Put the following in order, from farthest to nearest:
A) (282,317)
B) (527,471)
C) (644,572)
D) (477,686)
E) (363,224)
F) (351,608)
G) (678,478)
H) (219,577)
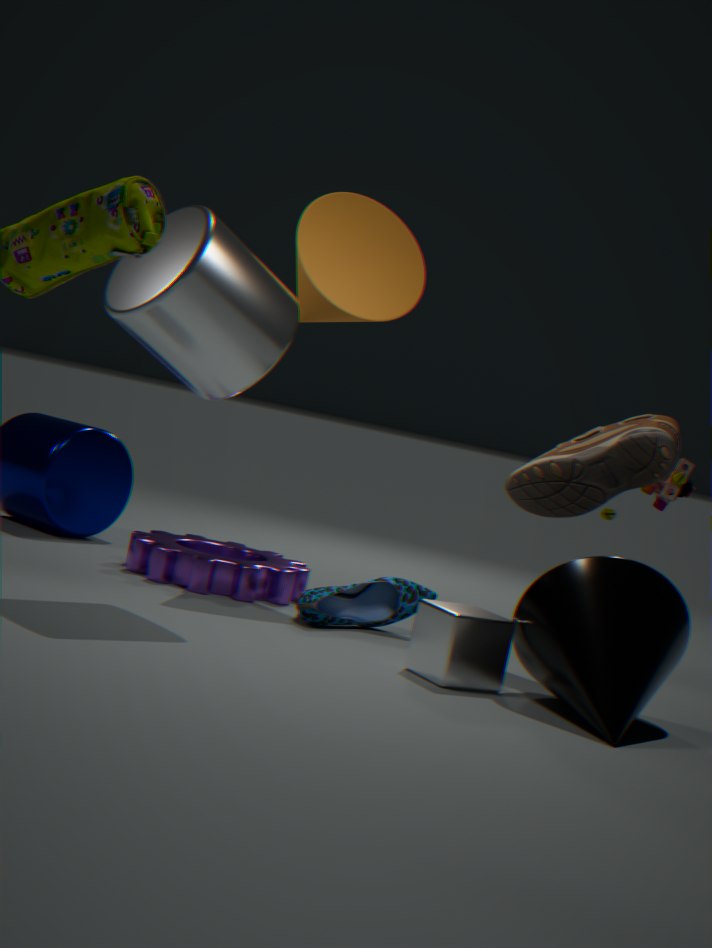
(363,224) → (678,478) → (219,577) → (351,608) → (527,471) → (282,317) → (477,686) → (644,572)
